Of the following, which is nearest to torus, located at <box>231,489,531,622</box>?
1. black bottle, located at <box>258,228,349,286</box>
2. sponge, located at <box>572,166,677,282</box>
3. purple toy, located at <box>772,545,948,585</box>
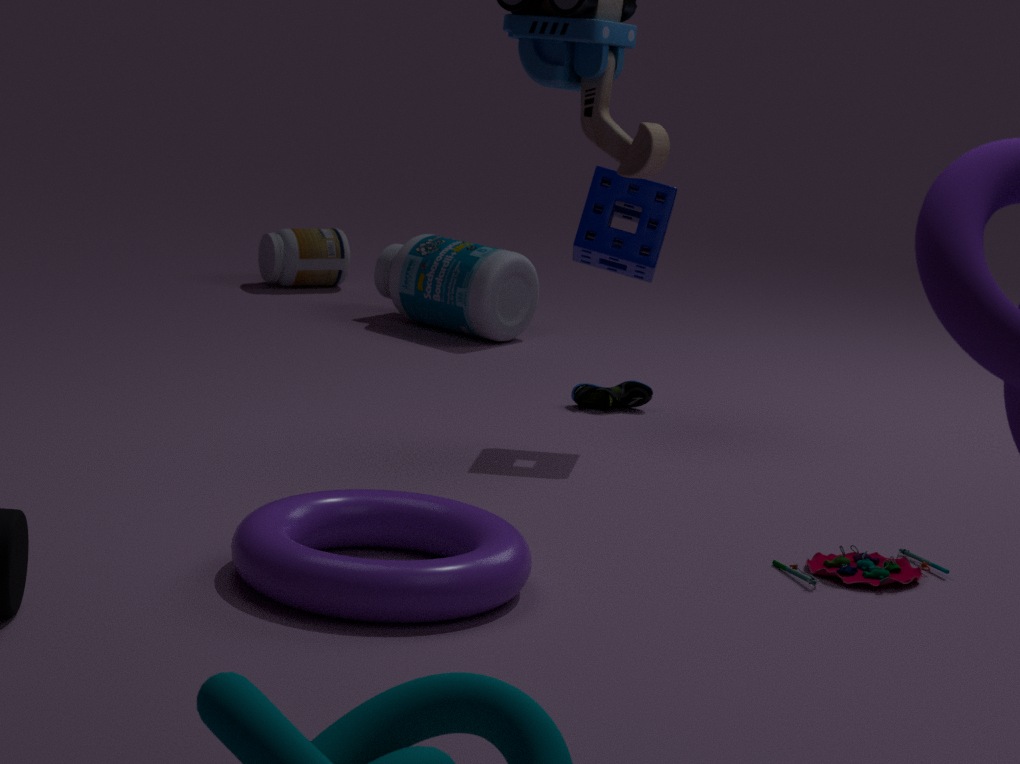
purple toy, located at <box>772,545,948,585</box>
